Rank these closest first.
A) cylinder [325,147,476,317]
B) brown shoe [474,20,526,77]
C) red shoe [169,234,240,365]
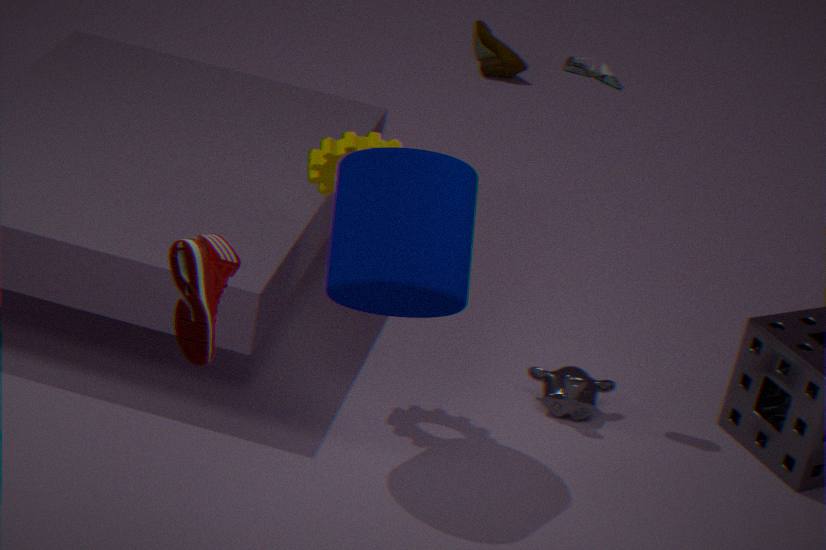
red shoe [169,234,240,365] → cylinder [325,147,476,317] → brown shoe [474,20,526,77]
